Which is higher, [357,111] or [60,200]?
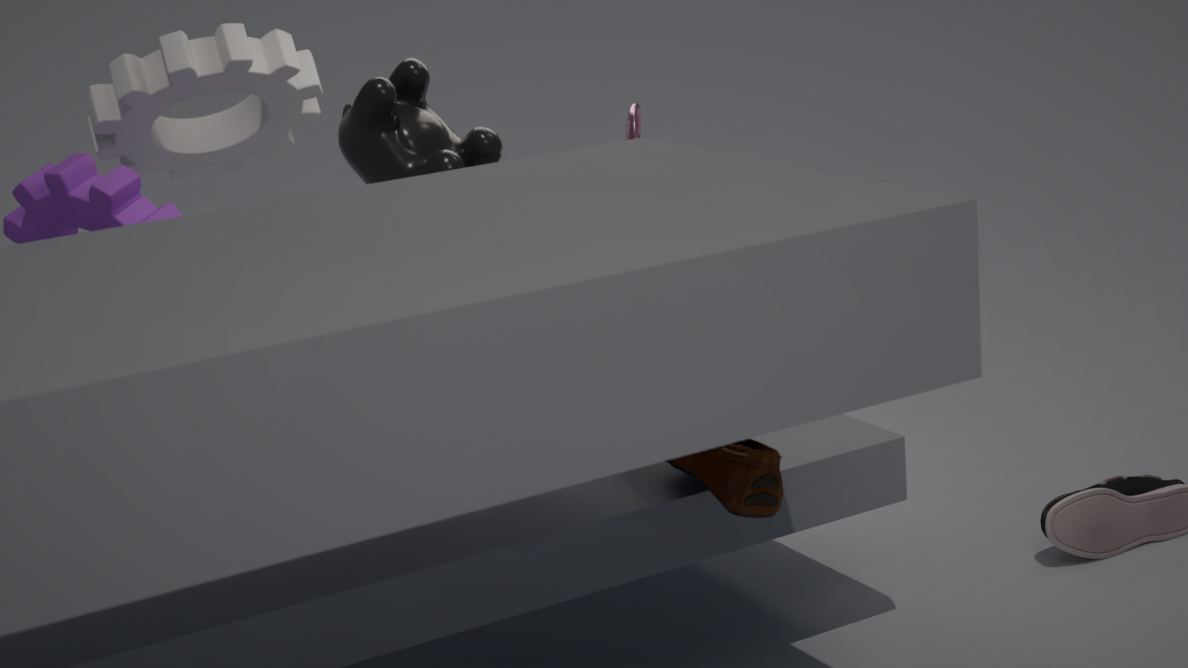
[357,111]
